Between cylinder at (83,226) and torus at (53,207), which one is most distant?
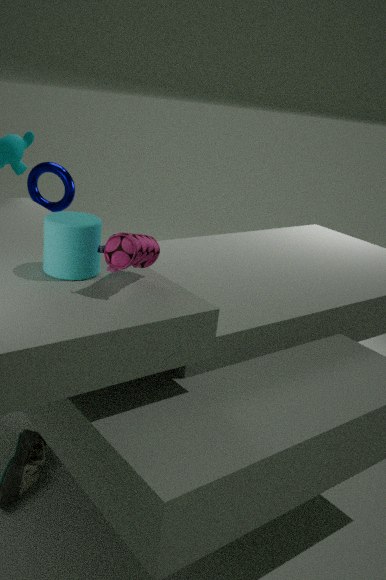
torus at (53,207)
